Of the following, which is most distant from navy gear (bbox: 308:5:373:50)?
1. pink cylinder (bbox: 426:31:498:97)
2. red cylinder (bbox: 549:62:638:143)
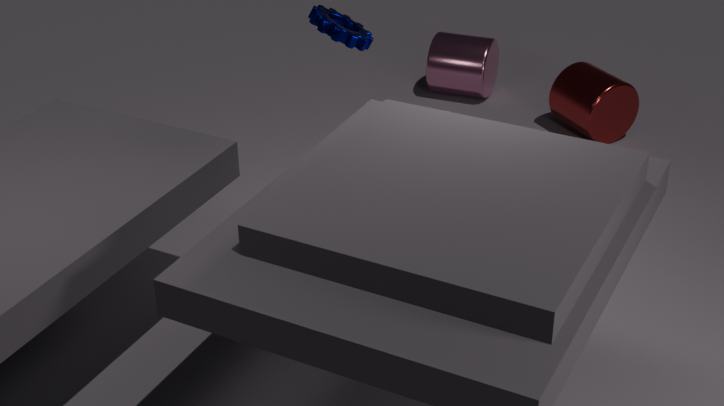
pink cylinder (bbox: 426:31:498:97)
